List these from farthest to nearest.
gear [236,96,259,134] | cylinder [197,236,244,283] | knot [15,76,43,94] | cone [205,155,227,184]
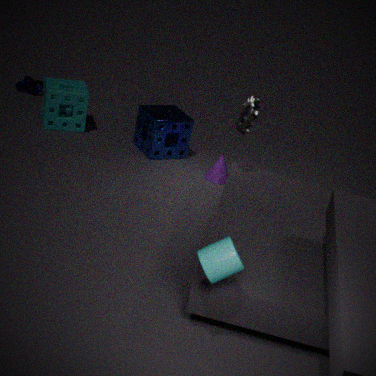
1. knot [15,76,43,94]
2. cone [205,155,227,184]
3. gear [236,96,259,134]
4. cylinder [197,236,244,283]
